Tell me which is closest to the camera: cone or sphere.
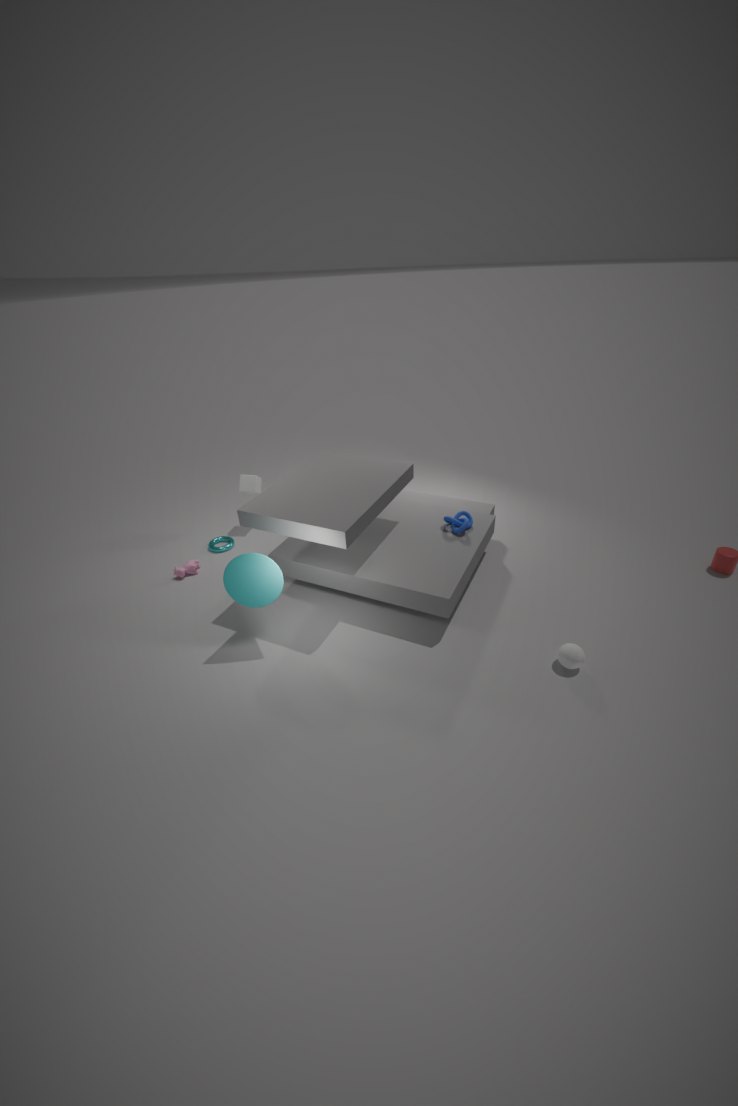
sphere
